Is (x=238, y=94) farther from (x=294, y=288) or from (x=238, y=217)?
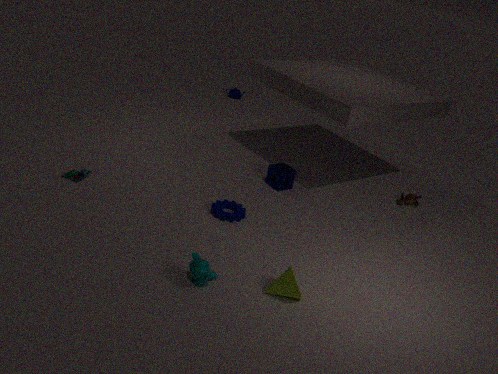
(x=294, y=288)
